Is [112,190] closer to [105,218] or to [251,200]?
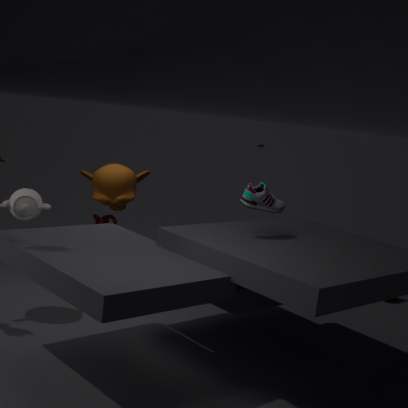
[251,200]
